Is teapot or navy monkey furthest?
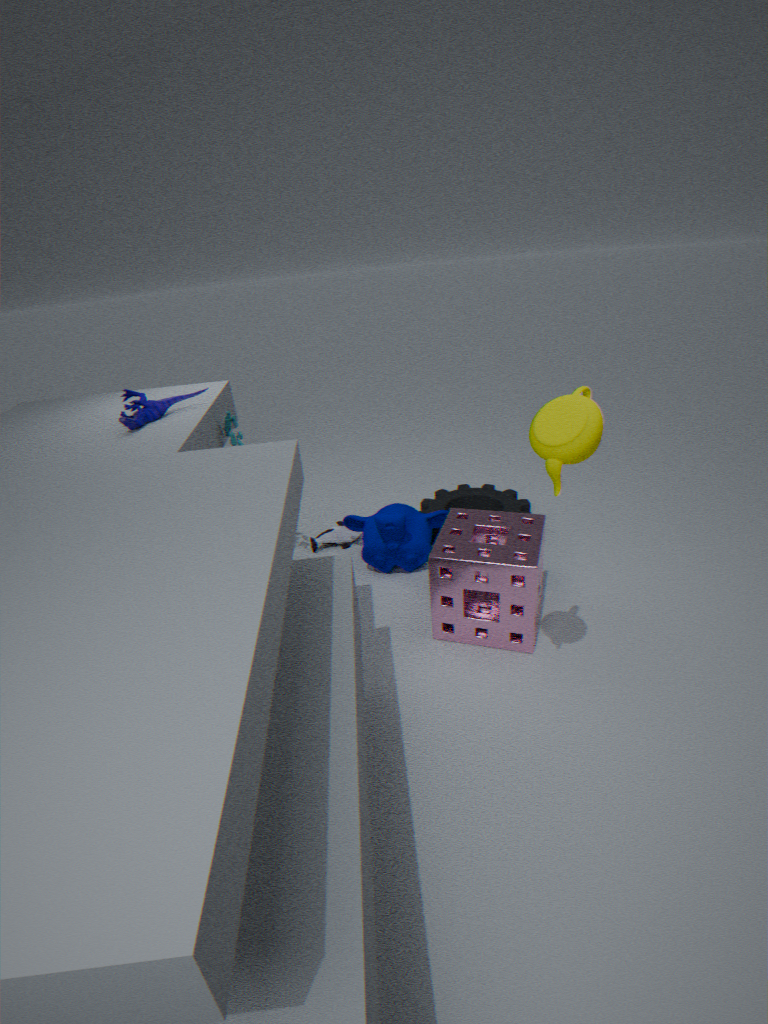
navy monkey
